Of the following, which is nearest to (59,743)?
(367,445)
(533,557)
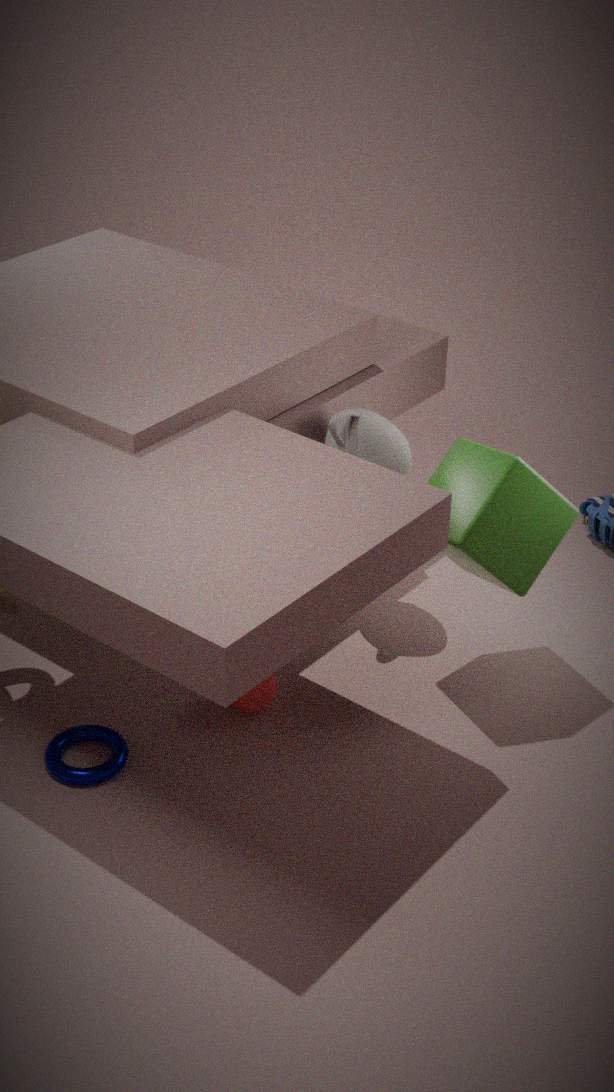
(367,445)
